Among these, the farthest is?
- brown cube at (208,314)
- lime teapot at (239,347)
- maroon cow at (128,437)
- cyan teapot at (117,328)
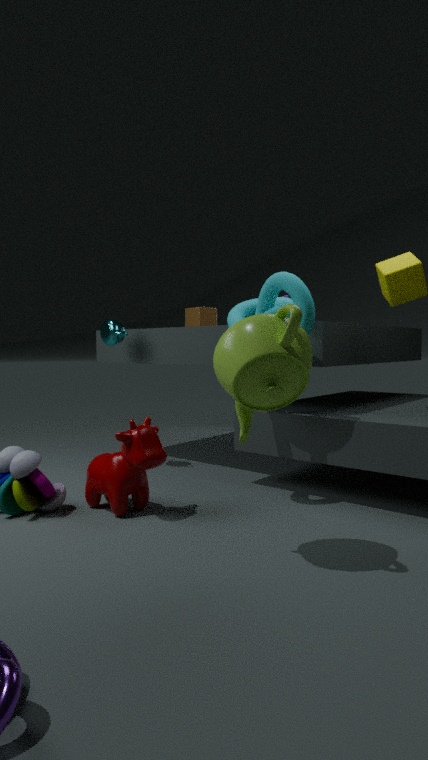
brown cube at (208,314)
